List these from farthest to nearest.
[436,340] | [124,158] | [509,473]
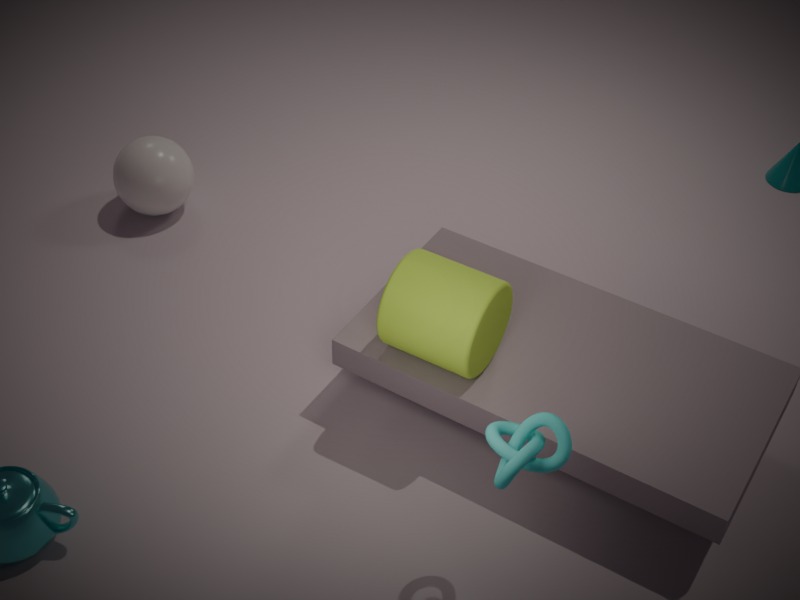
1. [124,158]
2. [436,340]
3. [509,473]
